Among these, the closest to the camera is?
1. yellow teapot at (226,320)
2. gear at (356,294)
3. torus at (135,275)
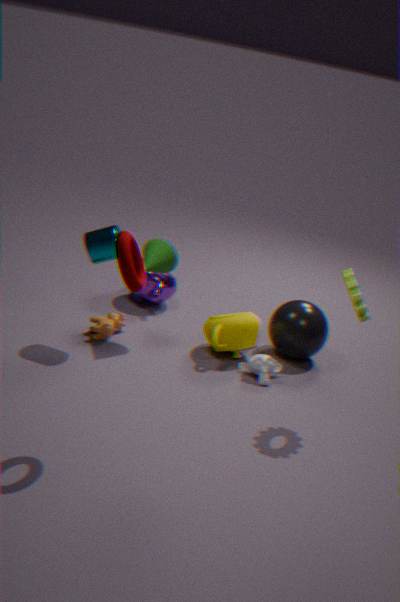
torus at (135,275)
